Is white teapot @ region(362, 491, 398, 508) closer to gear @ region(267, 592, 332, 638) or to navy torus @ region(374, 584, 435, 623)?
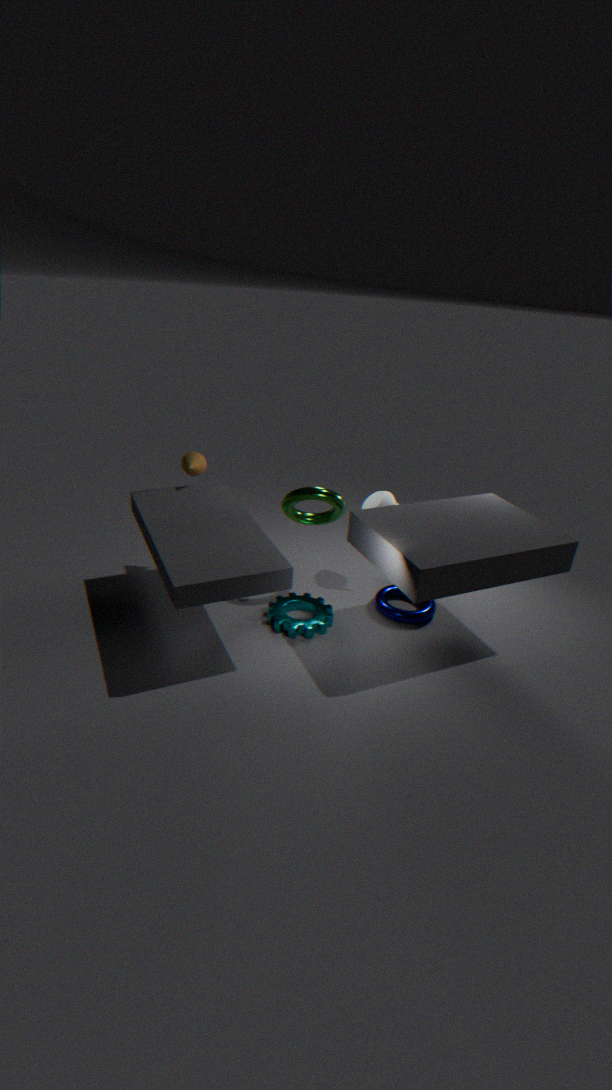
navy torus @ region(374, 584, 435, 623)
